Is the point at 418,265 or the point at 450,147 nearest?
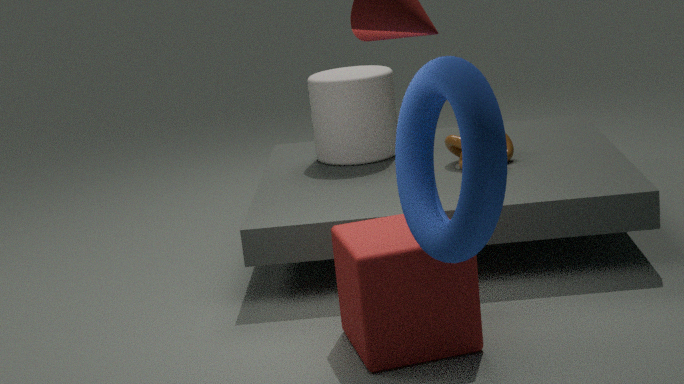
the point at 418,265
